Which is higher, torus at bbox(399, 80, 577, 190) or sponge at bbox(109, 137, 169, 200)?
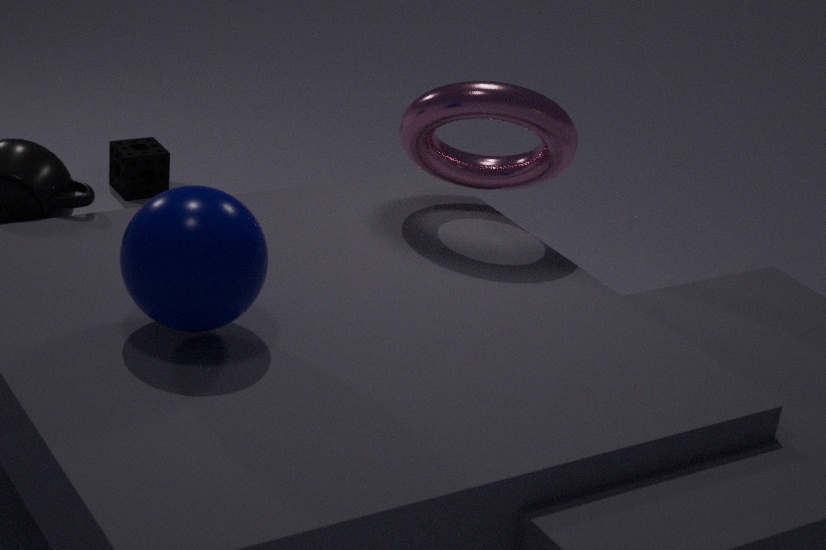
torus at bbox(399, 80, 577, 190)
